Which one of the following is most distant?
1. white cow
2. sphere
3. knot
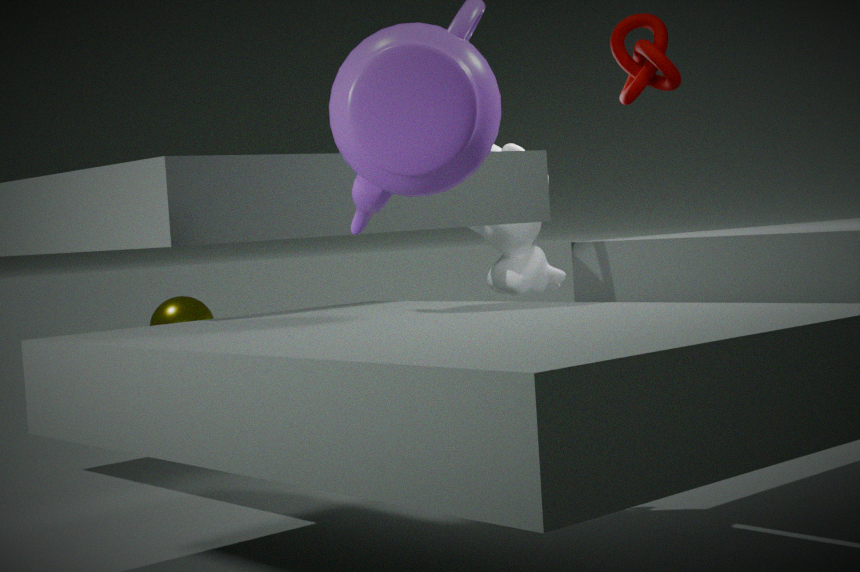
→ sphere
